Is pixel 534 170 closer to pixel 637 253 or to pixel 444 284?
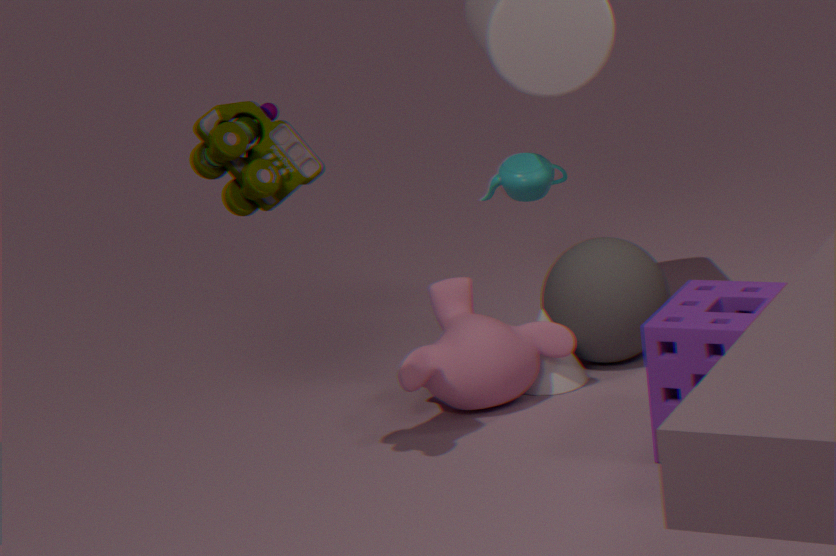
pixel 637 253
